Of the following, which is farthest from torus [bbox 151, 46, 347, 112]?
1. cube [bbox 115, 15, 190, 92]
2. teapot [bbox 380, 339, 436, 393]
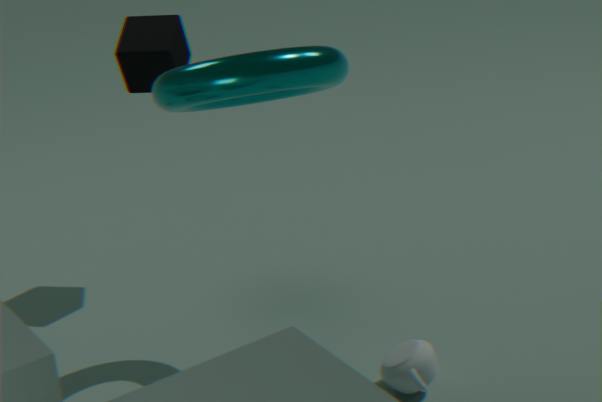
teapot [bbox 380, 339, 436, 393]
